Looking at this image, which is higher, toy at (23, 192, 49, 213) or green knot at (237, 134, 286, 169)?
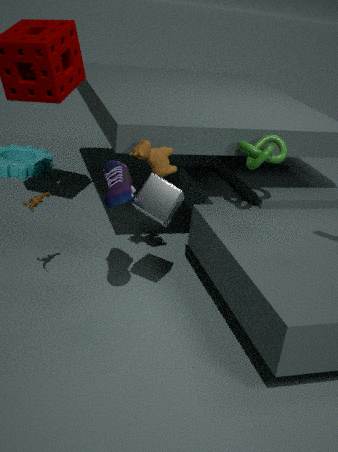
green knot at (237, 134, 286, 169)
